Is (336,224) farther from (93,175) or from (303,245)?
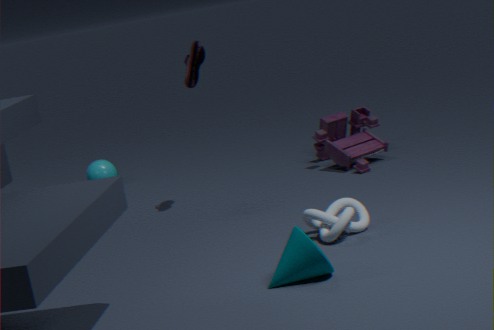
(93,175)
